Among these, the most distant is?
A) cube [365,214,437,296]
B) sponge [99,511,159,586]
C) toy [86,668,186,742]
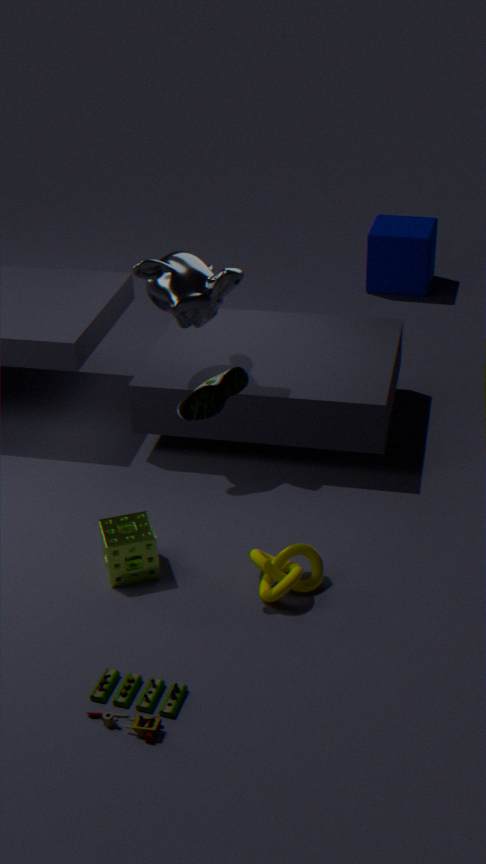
cube [365,214,437,296]
